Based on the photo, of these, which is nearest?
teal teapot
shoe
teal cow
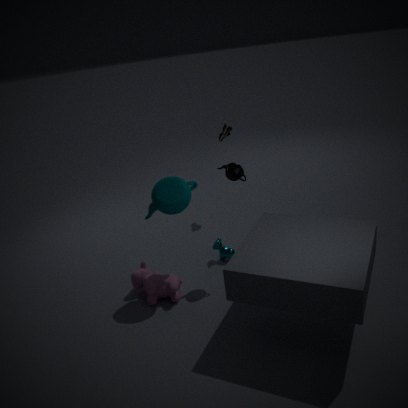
teal teapot
